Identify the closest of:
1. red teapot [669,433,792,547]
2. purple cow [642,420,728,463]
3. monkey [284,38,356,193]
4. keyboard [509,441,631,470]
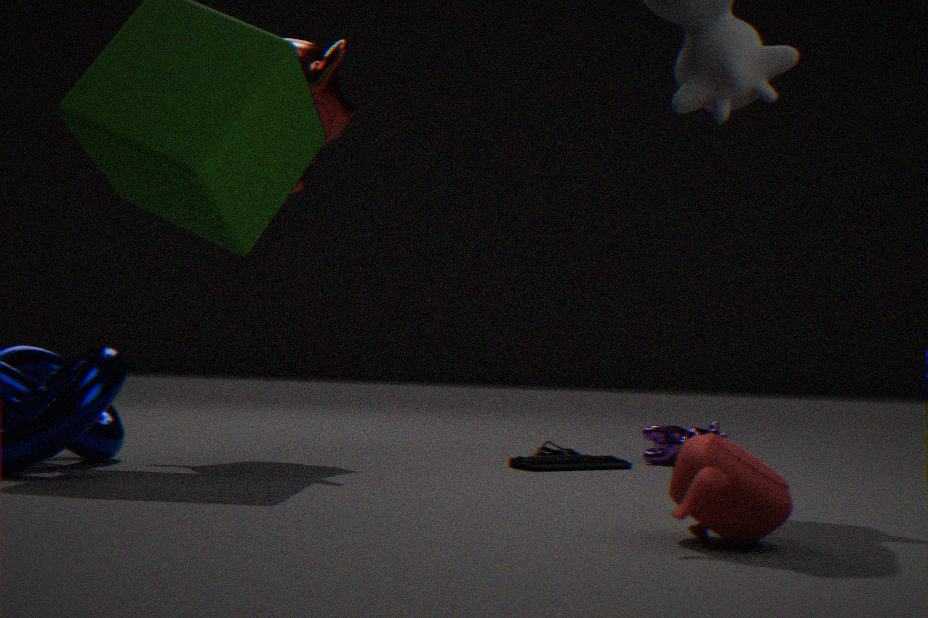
red teapot [669,433,792,547]
